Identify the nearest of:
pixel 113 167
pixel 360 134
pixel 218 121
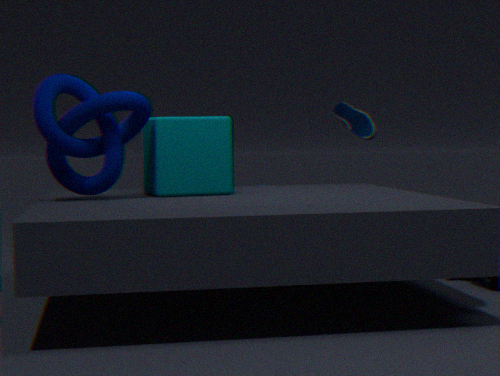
pixel 113 167
